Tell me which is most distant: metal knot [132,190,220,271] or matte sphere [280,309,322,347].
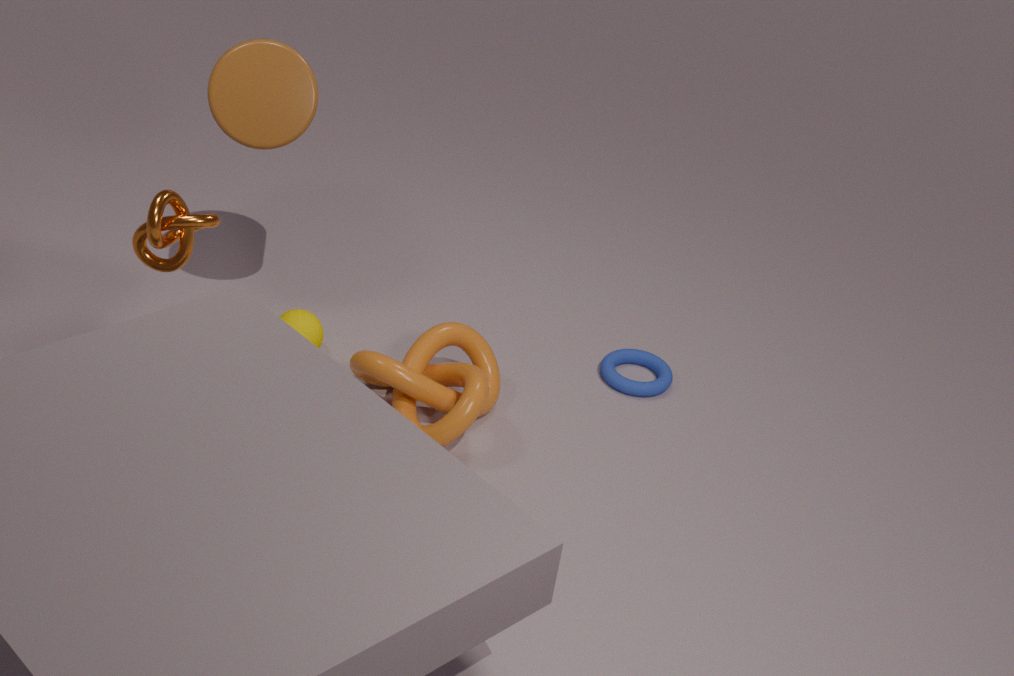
matte sphere [280,309,322,347]
